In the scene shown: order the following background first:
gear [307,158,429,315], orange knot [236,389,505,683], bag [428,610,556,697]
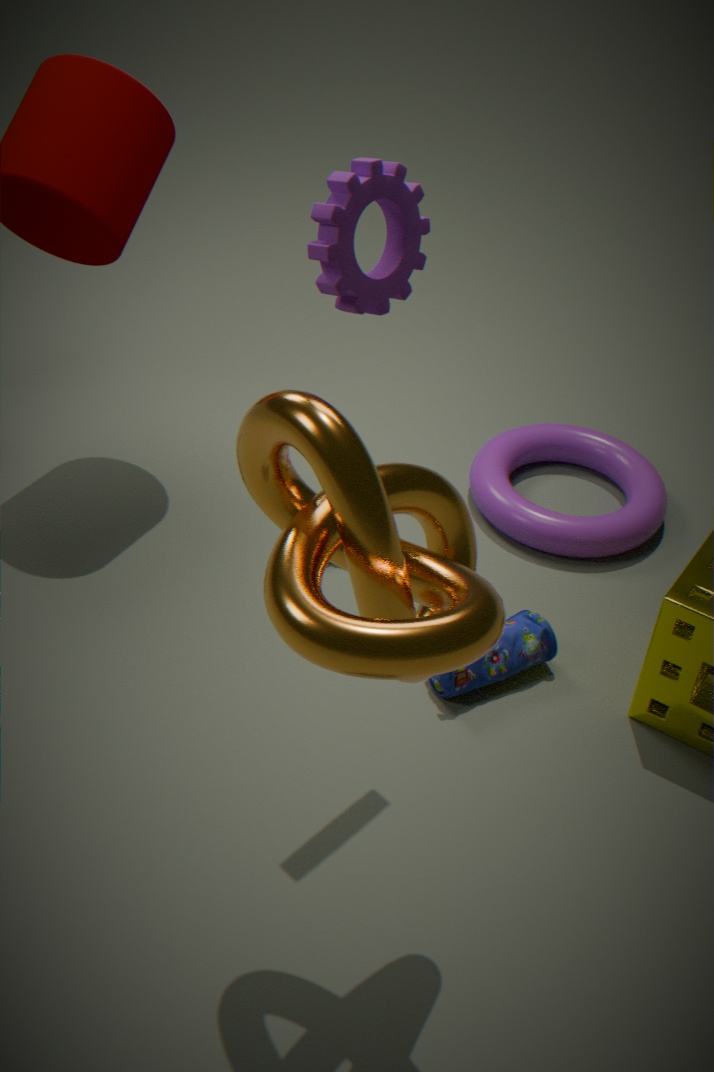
bag [428,610,556,697] < gear [307,158,429,315] < orange knot [236,389,505,683]
